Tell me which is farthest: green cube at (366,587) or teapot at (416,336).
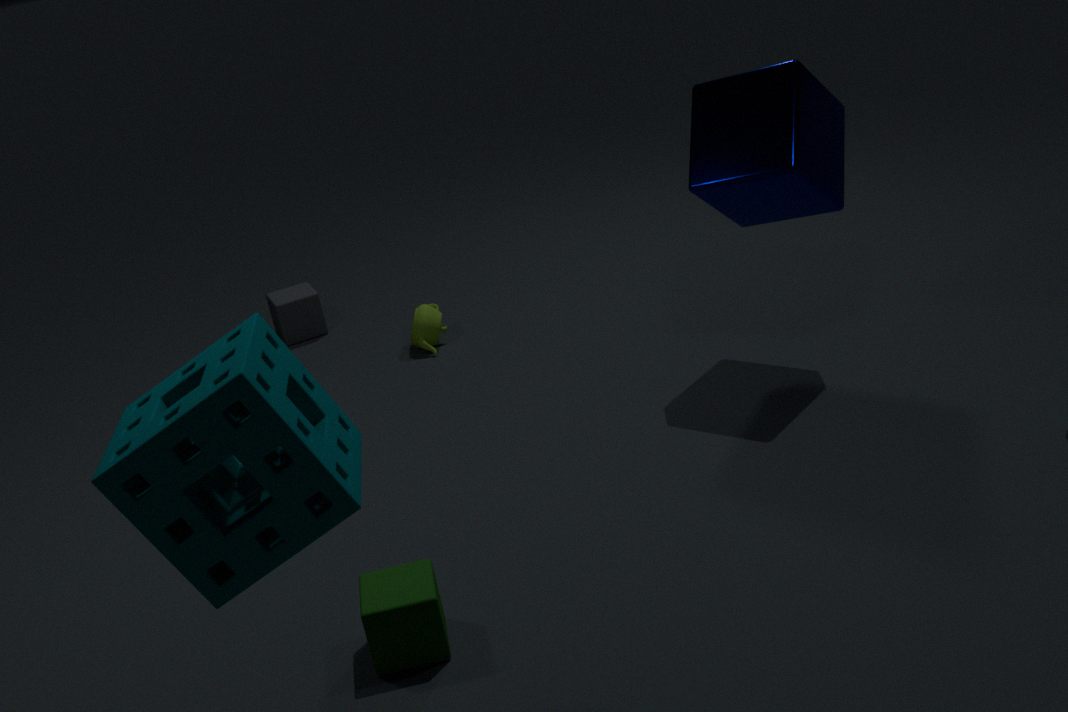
teapot at (416,336)
